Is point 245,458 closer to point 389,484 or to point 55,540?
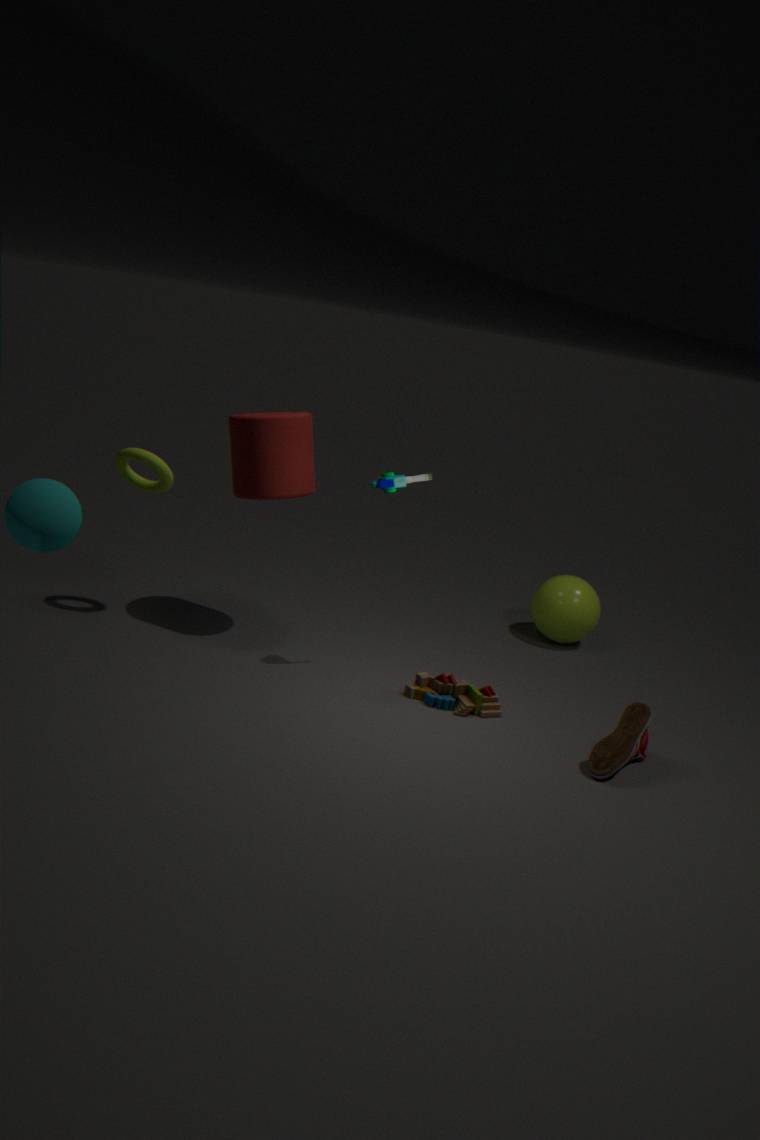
point 389,484
